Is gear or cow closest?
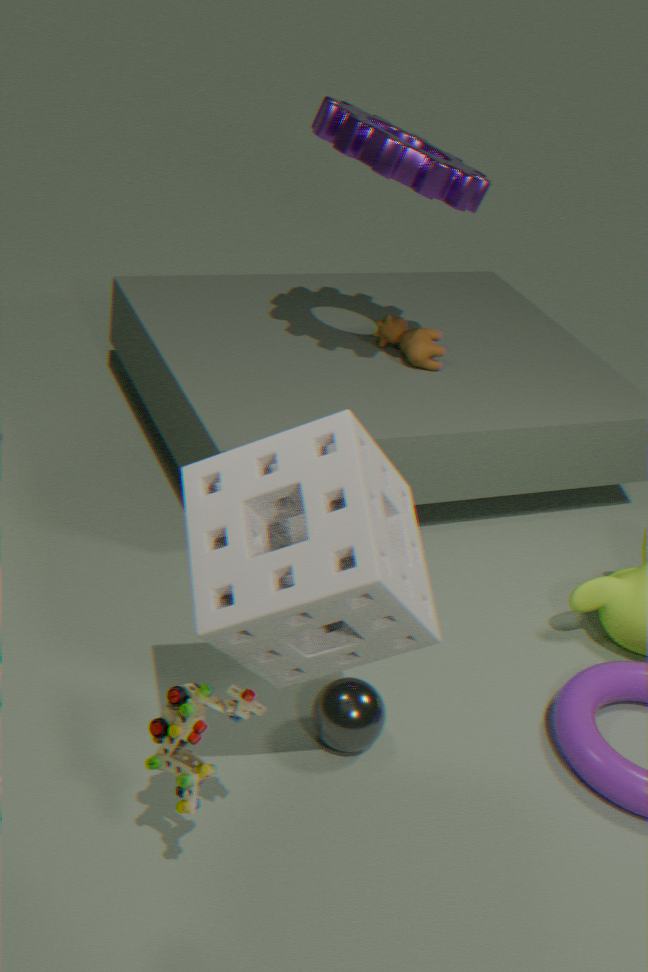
gear
